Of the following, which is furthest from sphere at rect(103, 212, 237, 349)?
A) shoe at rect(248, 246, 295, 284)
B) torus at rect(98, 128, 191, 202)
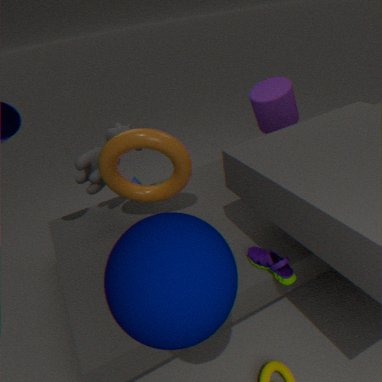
torus at rect(98, 128, 191, 202)
